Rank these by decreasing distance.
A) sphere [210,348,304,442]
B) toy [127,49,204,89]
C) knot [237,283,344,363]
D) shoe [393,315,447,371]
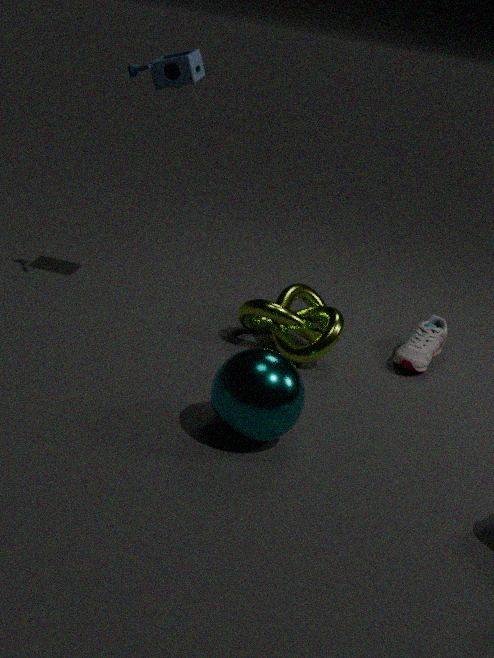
1. shoe [393,315,447,371]
2. knot [237,283,344,363]
3. toy [127,49,204,89]
4. sphere [210,348,304,442]
